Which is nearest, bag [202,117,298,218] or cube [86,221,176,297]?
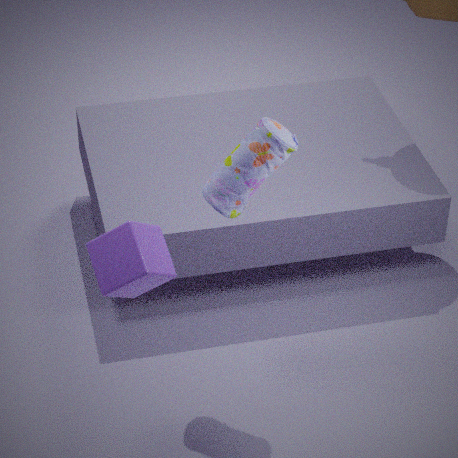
cube [86,221,176,297]
